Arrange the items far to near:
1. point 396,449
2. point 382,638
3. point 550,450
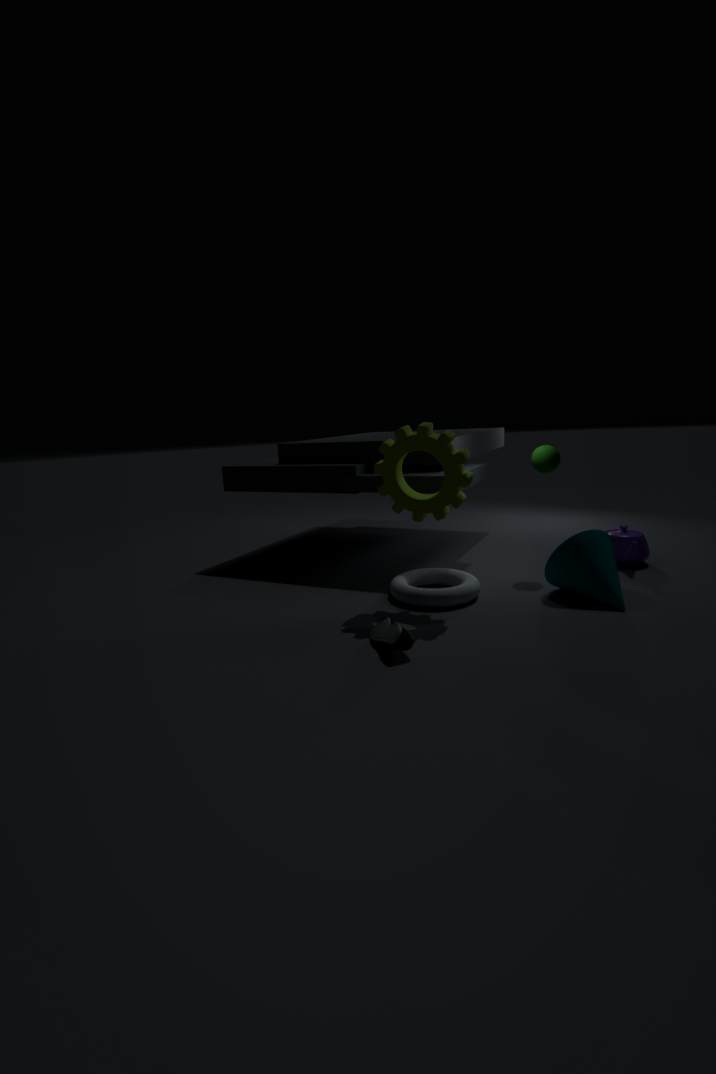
point 550,450, point 396,449, point 382,638
